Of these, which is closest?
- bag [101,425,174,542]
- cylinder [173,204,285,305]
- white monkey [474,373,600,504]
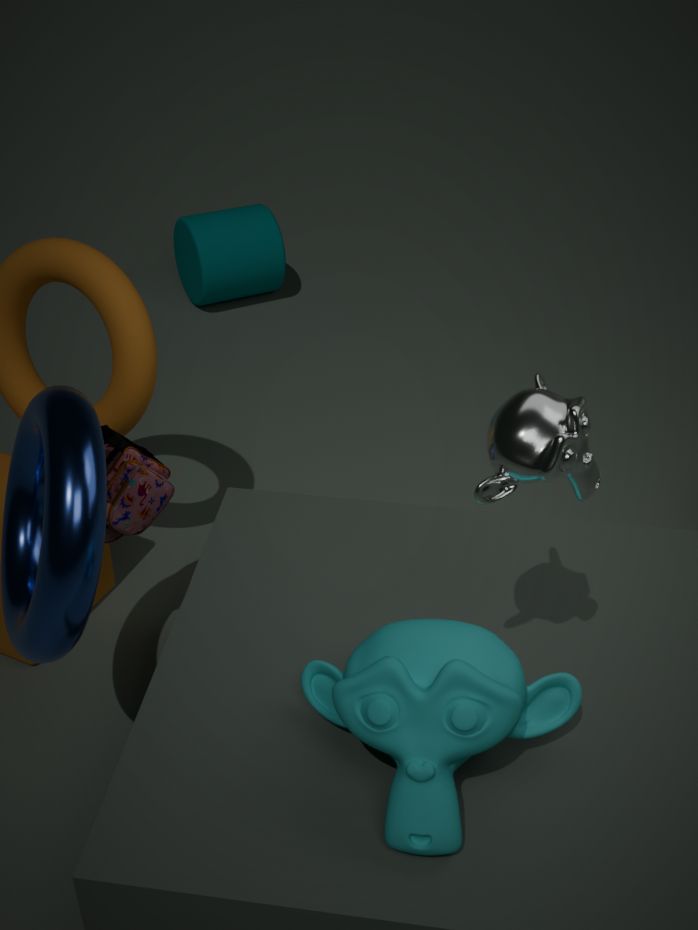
white monkey [474,373,600,504]
